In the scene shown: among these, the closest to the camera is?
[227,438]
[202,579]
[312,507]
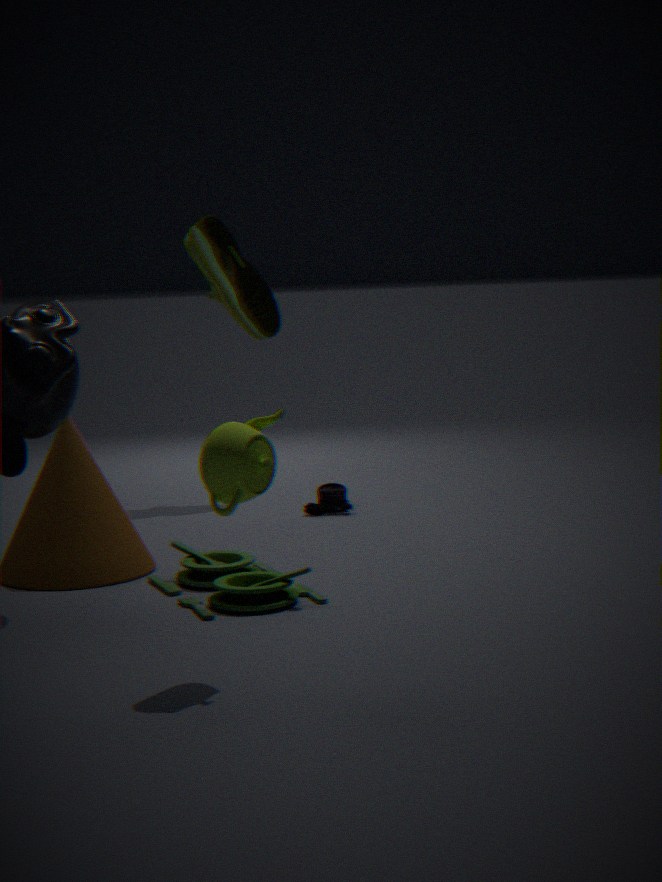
[227,438]
